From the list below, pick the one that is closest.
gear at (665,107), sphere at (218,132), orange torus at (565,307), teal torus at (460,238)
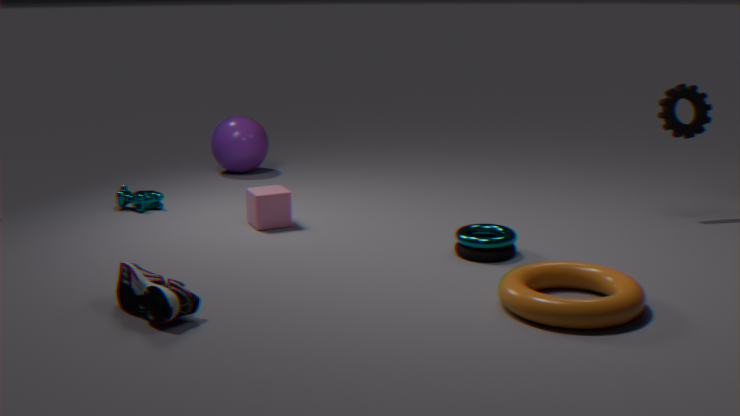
orange torus at (565,307)
